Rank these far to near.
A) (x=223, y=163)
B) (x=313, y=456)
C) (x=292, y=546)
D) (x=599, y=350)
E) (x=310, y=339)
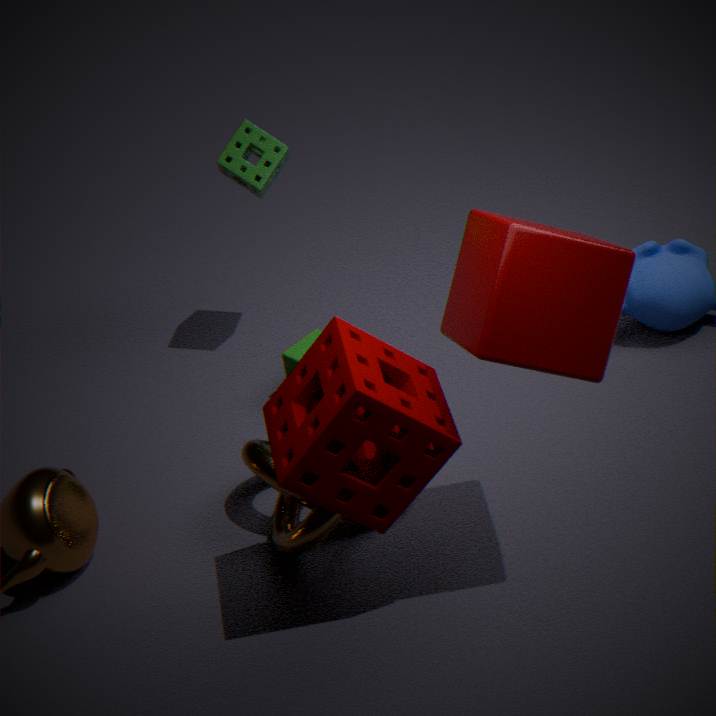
(x=310, y=339) → (x=223, y=163) → (x=292, y=546) → (x=313, y=456) → (x=599, y=350)
